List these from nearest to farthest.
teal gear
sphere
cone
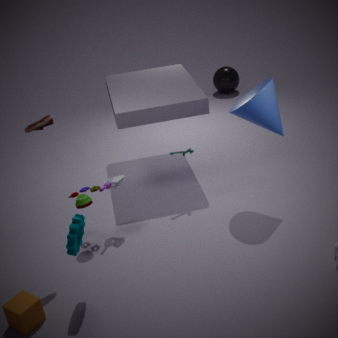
teal gear < cone < sphere
